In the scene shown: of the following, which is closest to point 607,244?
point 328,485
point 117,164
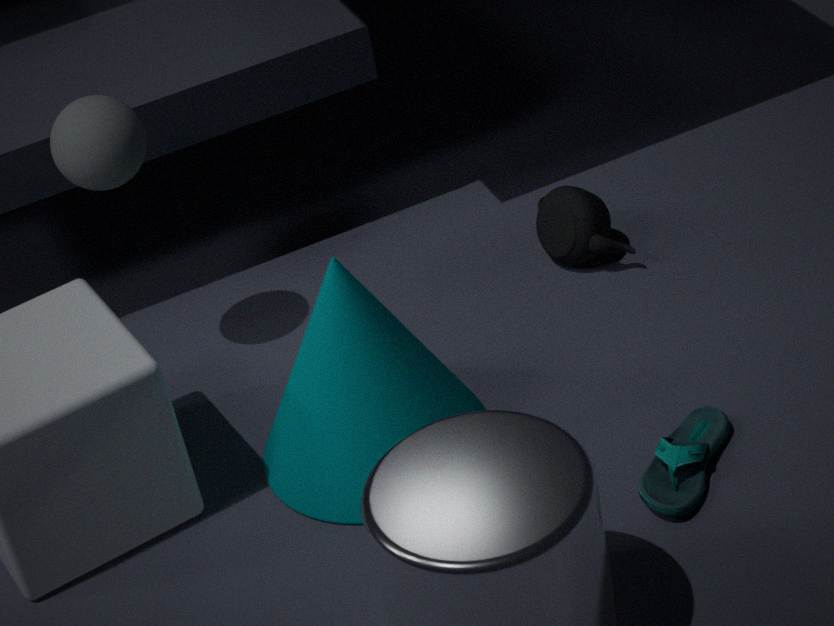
point 328,485
